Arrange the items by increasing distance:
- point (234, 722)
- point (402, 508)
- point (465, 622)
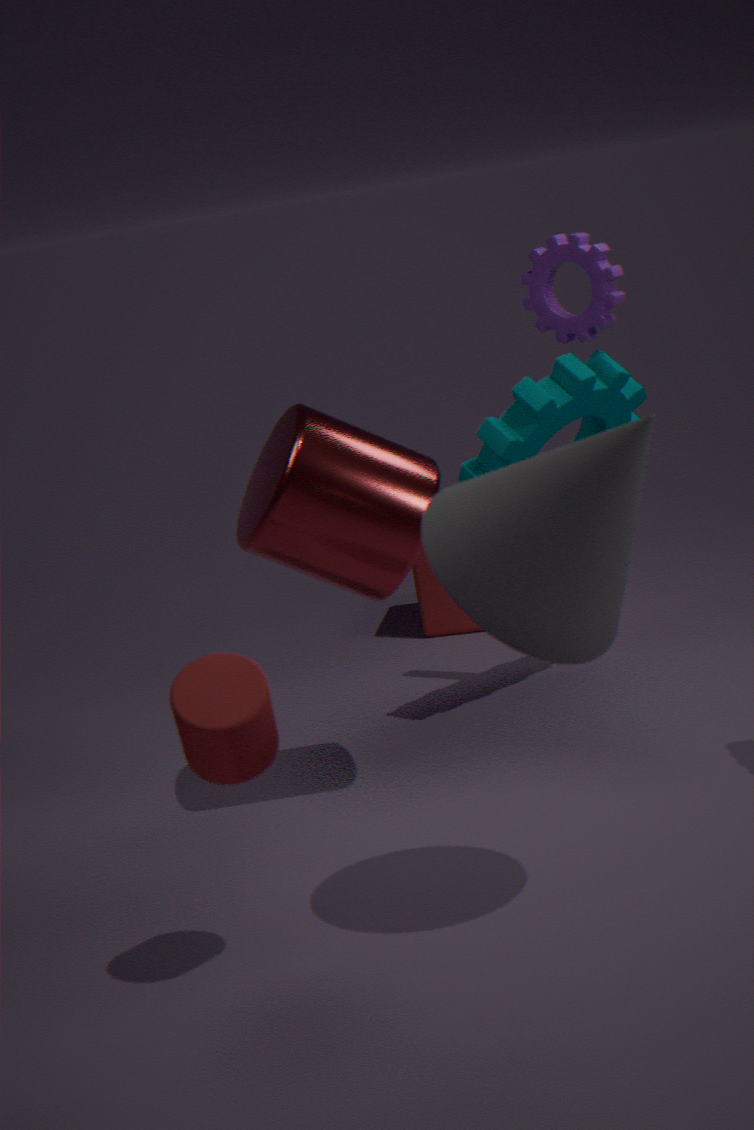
point (234, 722), point (402, 508), point (465, 622)
